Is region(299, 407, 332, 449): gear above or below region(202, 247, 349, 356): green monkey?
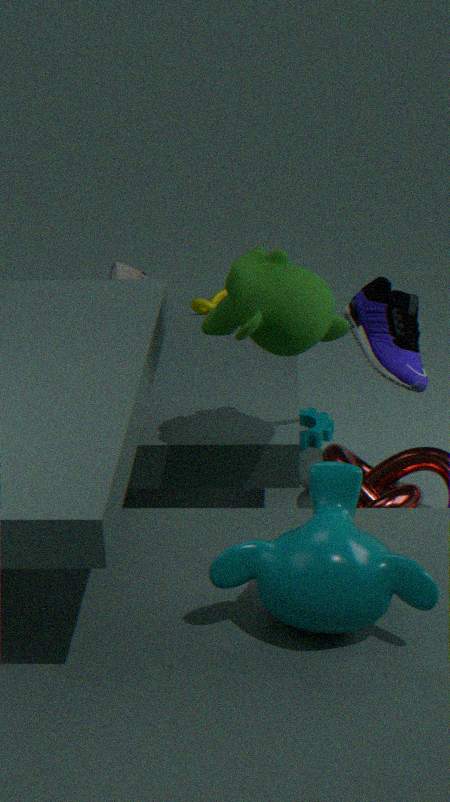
below
